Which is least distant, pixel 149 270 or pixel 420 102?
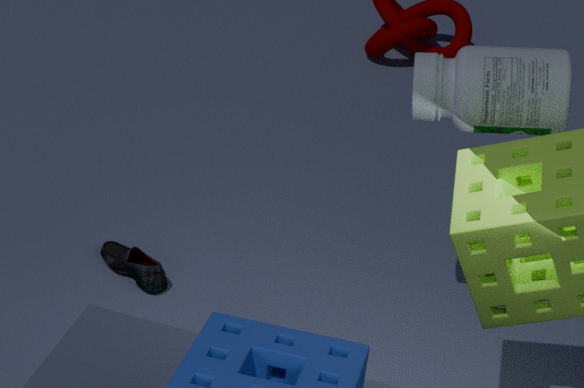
pixel 420 102
